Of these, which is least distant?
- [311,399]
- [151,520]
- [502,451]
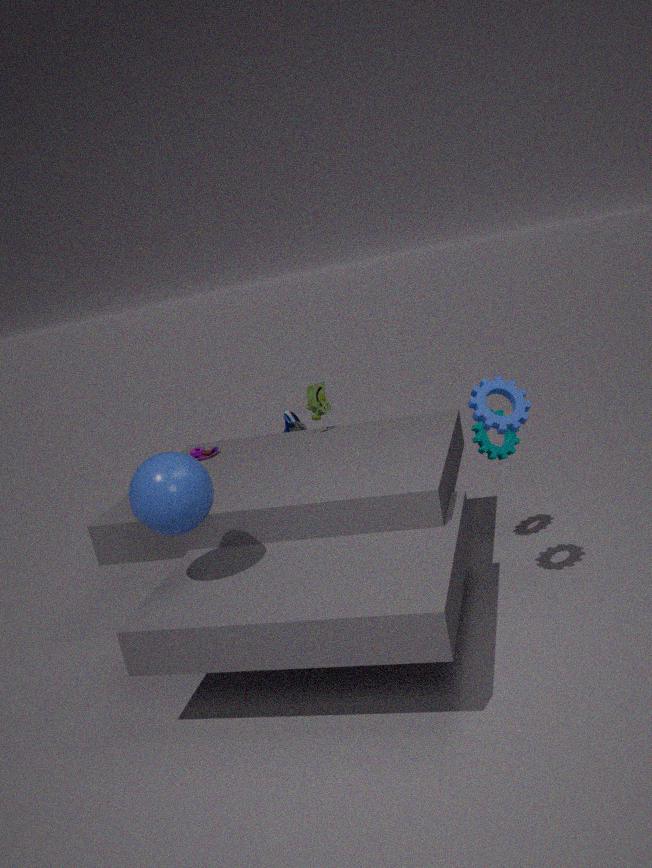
[151,520]
